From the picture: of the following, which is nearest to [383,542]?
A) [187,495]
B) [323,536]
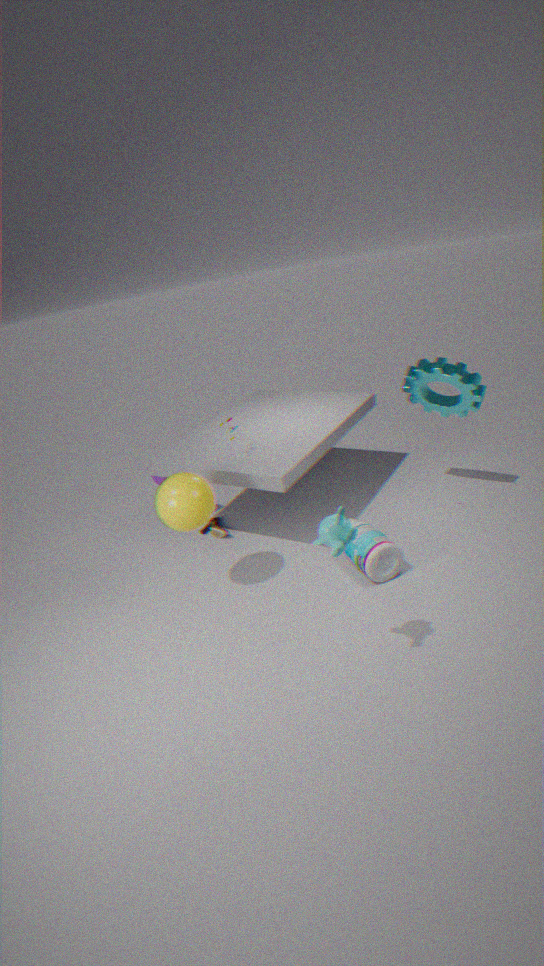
[187,495]
